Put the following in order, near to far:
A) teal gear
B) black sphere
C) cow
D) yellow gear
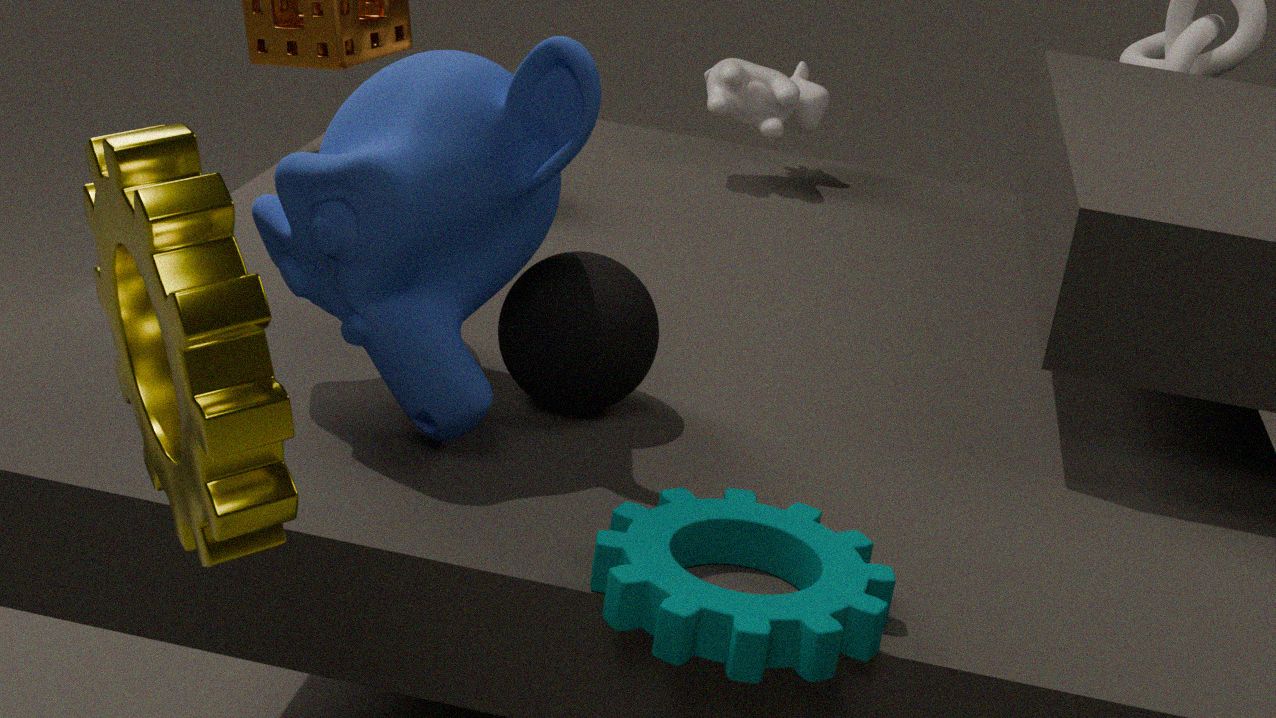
yellow gear, teal gear, black sphere, cow
